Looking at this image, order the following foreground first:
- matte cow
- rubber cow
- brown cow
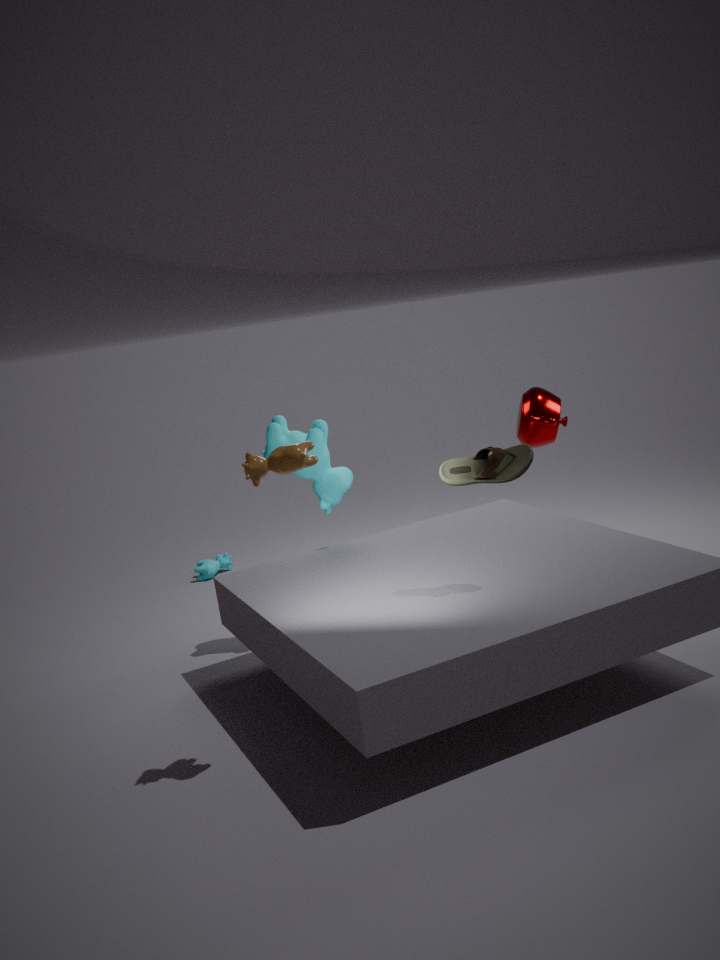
brown cow, rubber cow, matte cow
